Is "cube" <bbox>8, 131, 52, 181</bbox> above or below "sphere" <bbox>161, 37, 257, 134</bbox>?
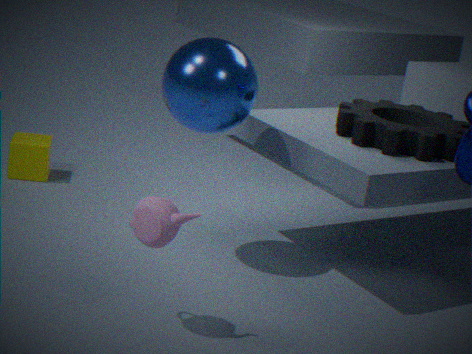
below
